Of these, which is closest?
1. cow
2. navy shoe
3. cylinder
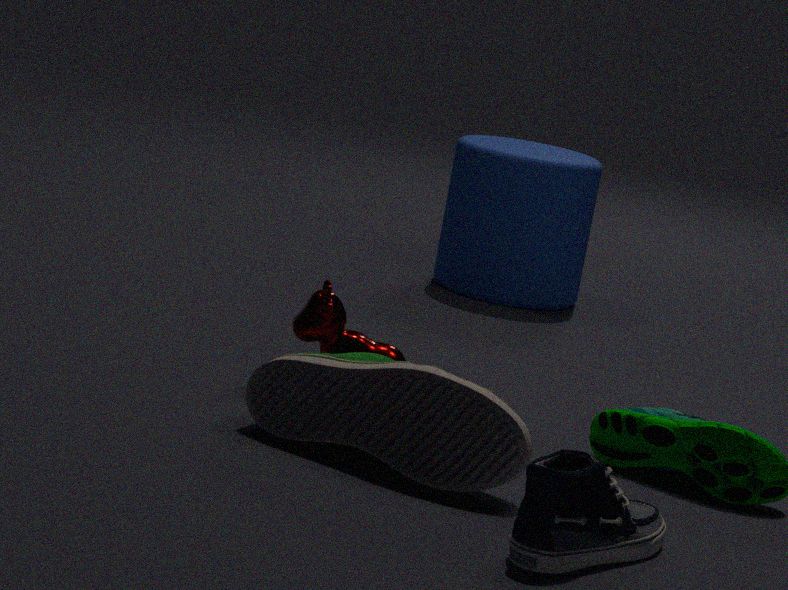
navy shoe
